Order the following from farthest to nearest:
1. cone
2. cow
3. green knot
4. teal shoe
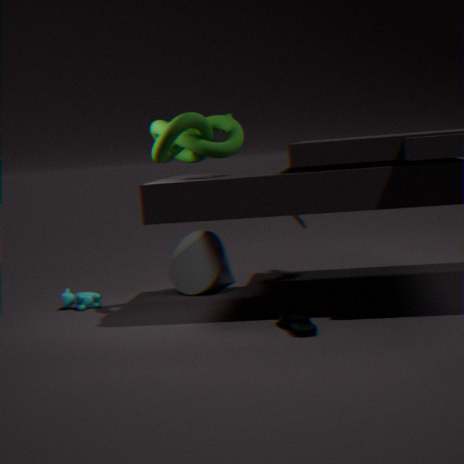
cone, cow, green knot, teal shoe
